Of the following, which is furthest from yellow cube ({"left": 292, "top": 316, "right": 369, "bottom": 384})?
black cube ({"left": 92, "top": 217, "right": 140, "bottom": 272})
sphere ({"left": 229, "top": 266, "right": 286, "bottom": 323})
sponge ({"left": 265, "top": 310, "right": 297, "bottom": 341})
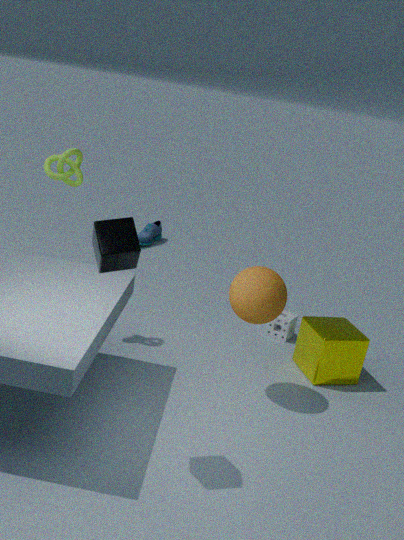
black cube ({"left": 92, "top": 217, "right": 140, "bottom": 272})
